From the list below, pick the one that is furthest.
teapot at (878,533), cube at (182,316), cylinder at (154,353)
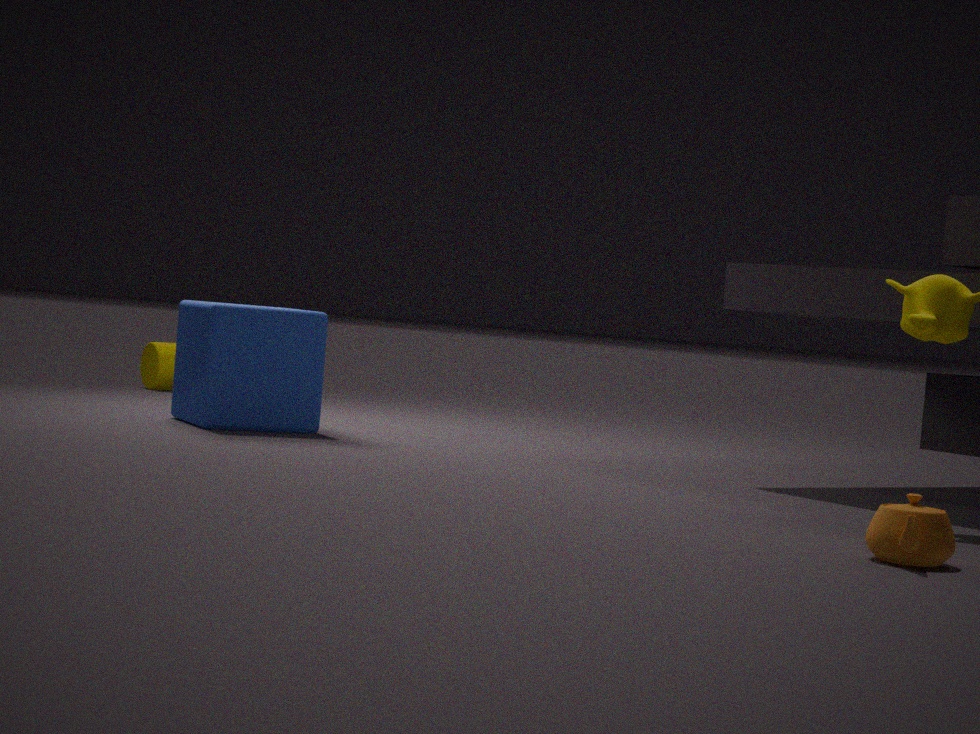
cylinder at (154,353)
